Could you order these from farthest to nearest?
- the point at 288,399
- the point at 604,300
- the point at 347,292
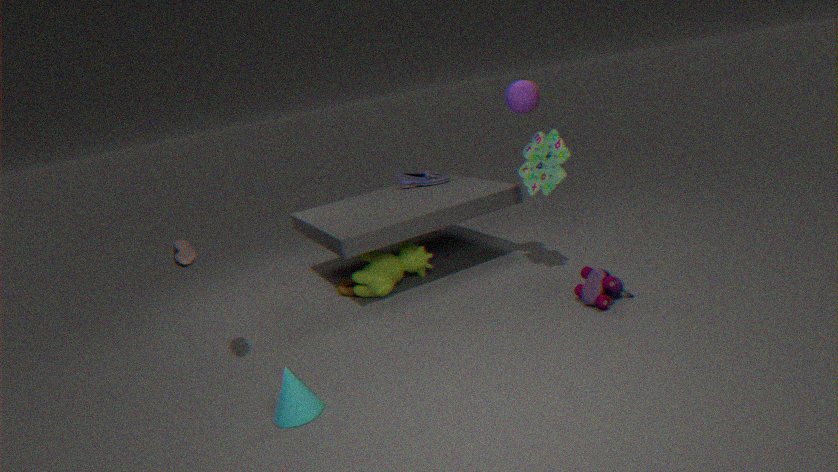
the point at 347,292 → the point at 604,300 → the point at 288,399
